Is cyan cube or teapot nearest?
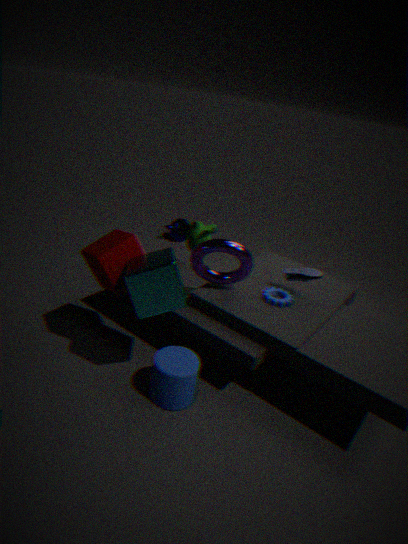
cyan cube
